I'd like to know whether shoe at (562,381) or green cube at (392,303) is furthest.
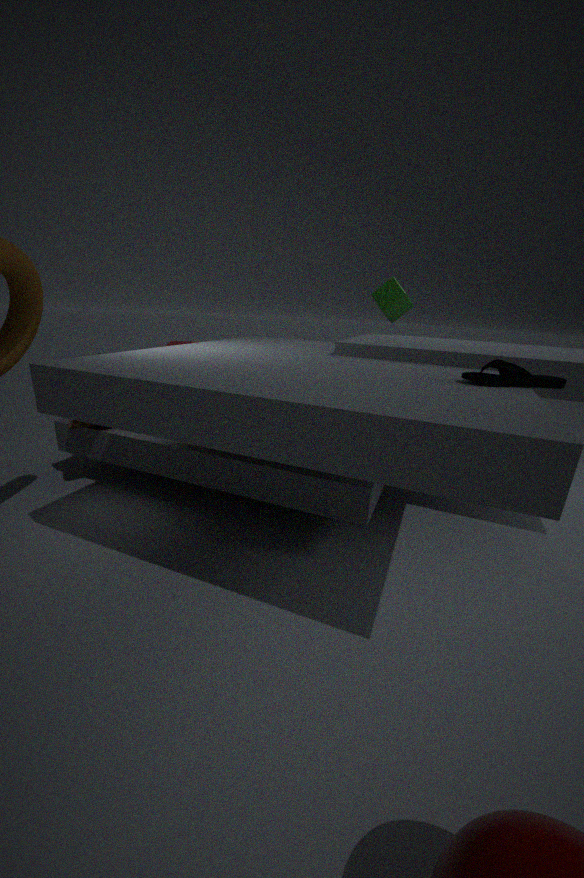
green cube at (392,303)
